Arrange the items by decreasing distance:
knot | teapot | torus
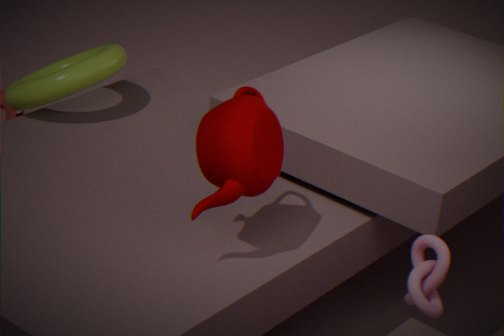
torus < teapot < knot
